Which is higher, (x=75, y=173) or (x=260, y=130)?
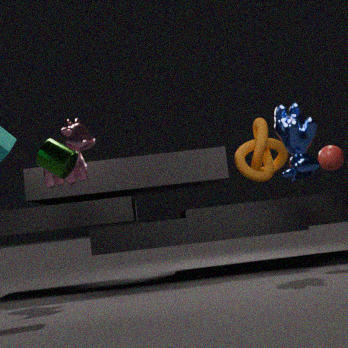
(x=75, y=173)
